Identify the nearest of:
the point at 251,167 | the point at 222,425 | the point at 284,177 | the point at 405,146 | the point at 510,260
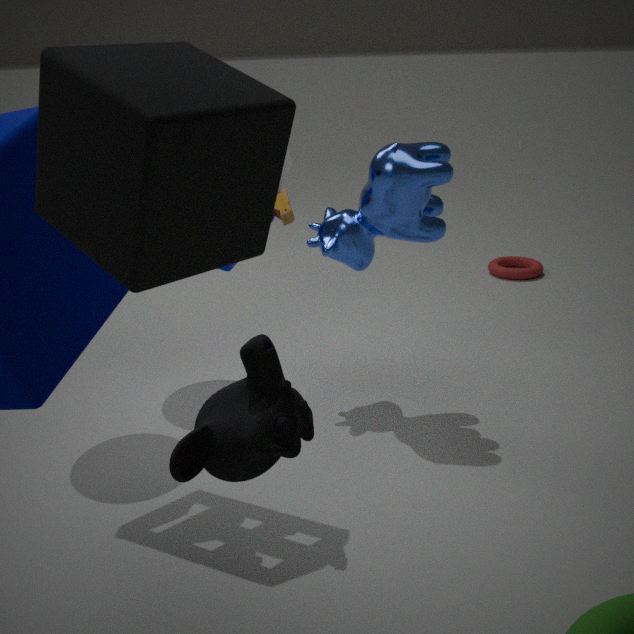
the point at 251,167
